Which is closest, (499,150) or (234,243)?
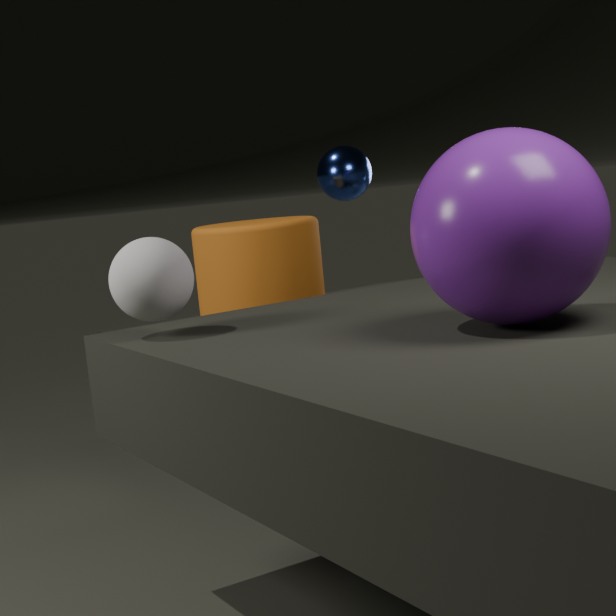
(499,150)
